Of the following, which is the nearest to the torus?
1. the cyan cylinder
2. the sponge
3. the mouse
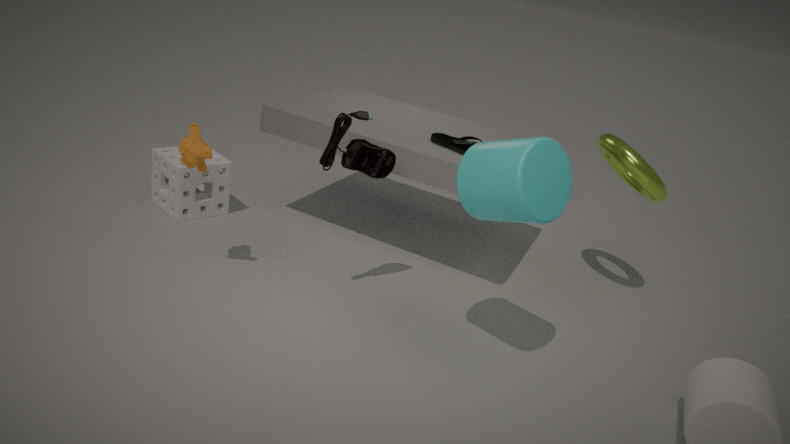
the cyan cylinder
